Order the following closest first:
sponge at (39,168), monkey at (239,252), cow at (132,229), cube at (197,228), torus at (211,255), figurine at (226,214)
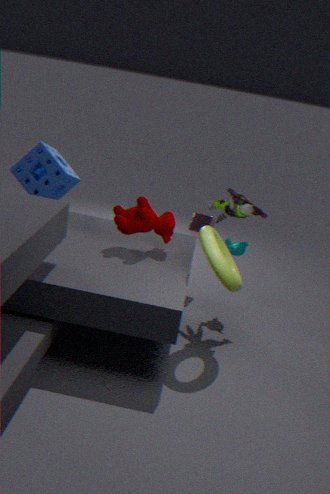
torus at (211,255), cow at (132,229), figurine at (226,214), sponge at (39,168), monkey at (239,252), cube at (197,228)
